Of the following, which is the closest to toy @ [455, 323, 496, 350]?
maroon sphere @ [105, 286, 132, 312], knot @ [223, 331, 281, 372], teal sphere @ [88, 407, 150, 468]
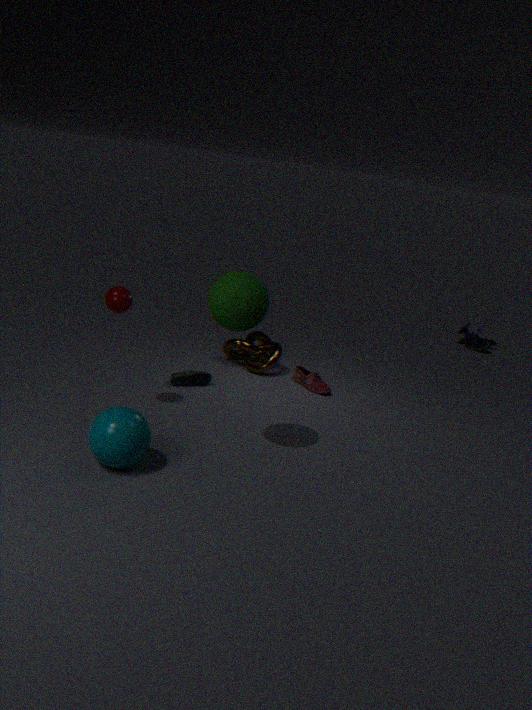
knot @ [223, 331, 281, 372]
